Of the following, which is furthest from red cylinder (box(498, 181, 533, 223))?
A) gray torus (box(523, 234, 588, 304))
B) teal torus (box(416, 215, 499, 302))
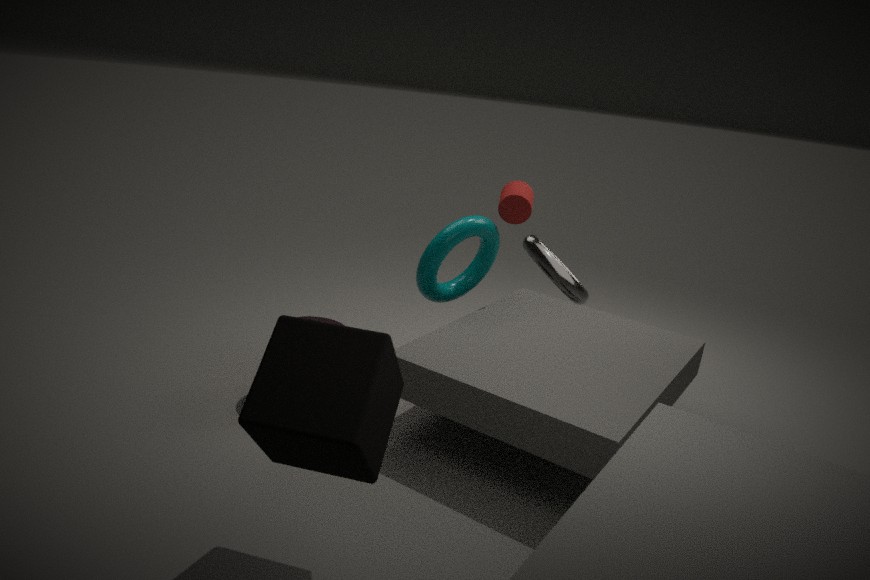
A: gray torus (box(523, 234, 588, 304))
